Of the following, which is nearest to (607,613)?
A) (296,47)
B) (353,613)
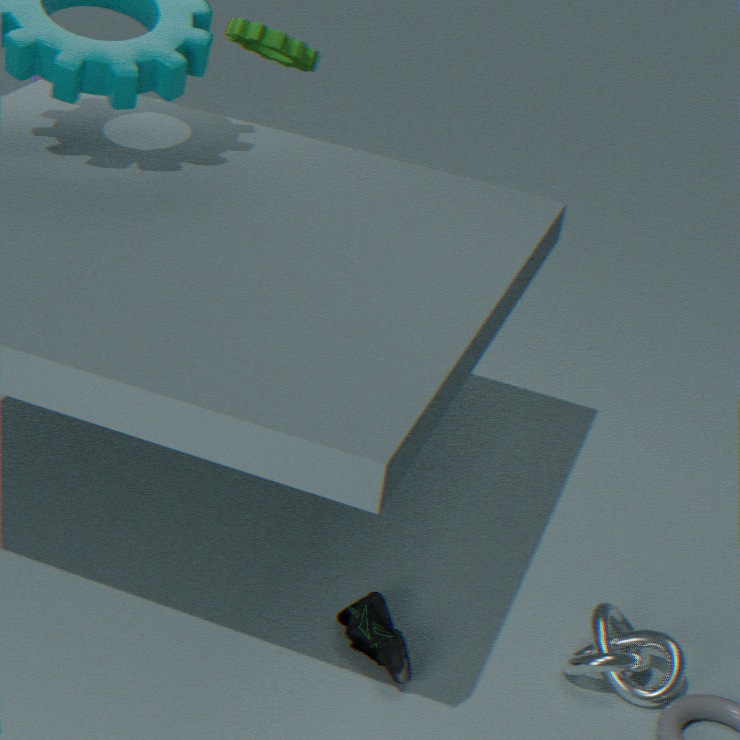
(353,613)
